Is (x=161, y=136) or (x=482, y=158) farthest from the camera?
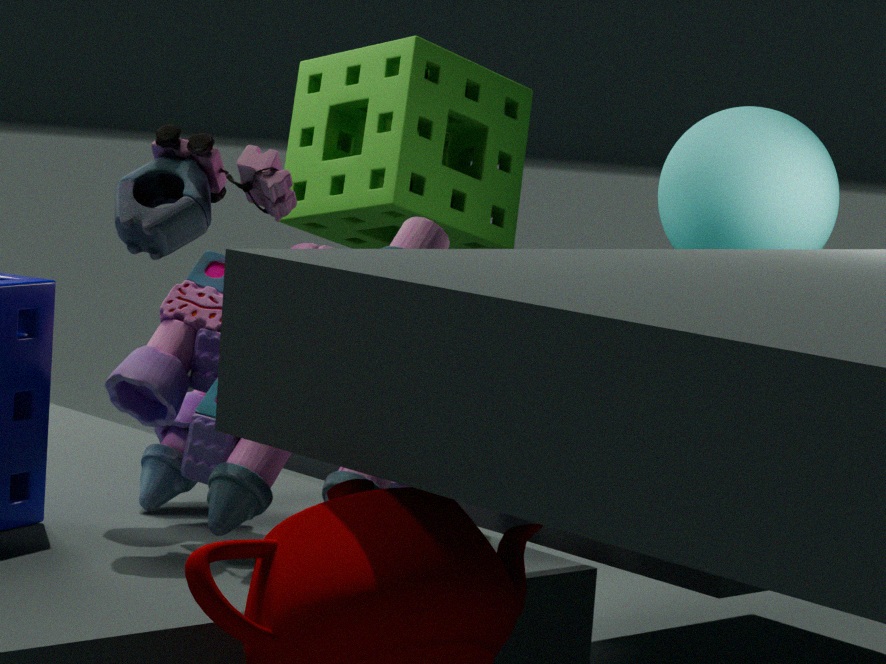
(x=482, y=158)
